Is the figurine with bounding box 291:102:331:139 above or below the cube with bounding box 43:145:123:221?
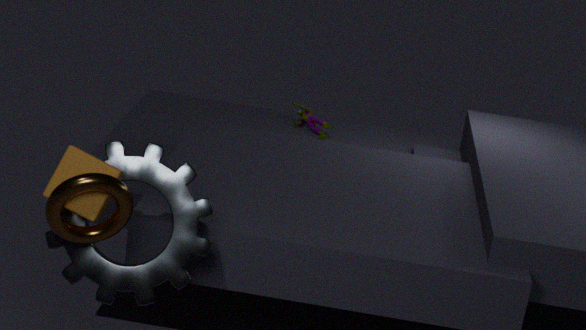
below
